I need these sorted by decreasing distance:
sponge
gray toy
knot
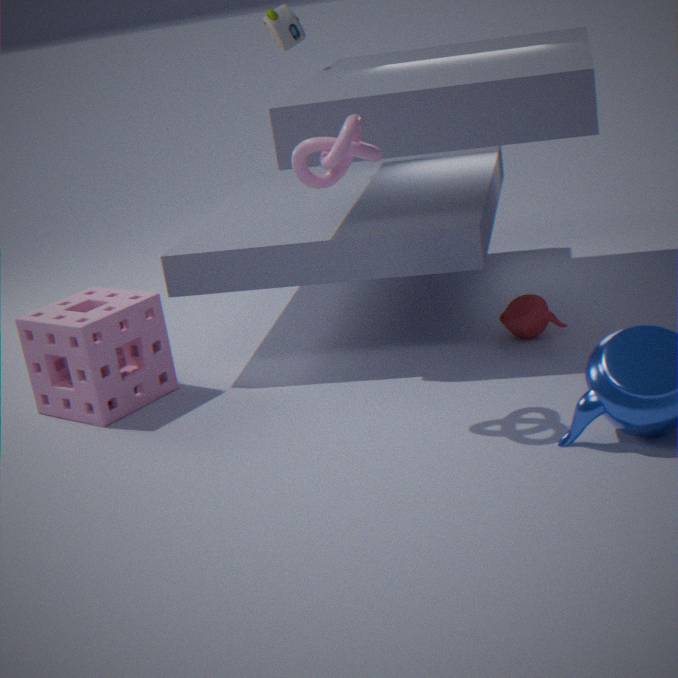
gray toy
sponge
knot
